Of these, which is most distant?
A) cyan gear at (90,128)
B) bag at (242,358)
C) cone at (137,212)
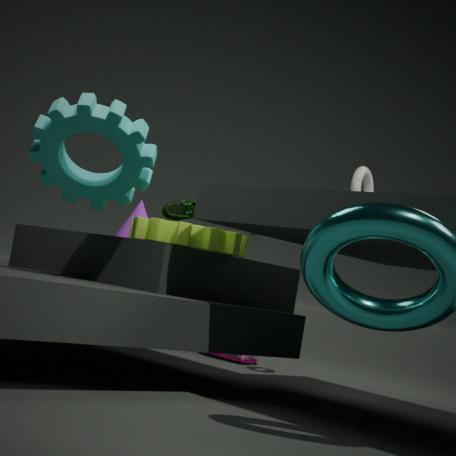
bag at (242,358)
